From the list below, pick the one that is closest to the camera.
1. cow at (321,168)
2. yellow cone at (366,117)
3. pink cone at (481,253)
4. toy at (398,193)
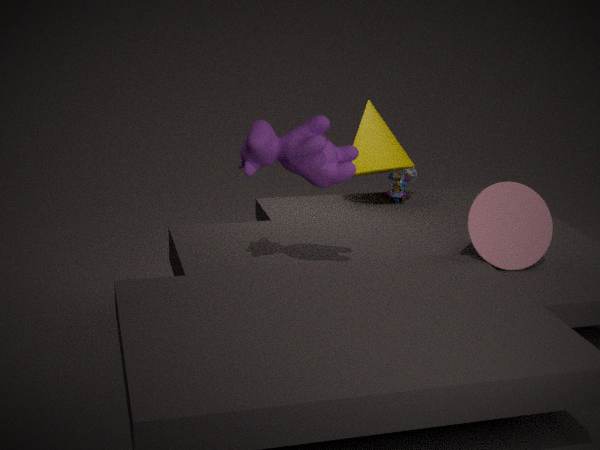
cow at (321,168)
